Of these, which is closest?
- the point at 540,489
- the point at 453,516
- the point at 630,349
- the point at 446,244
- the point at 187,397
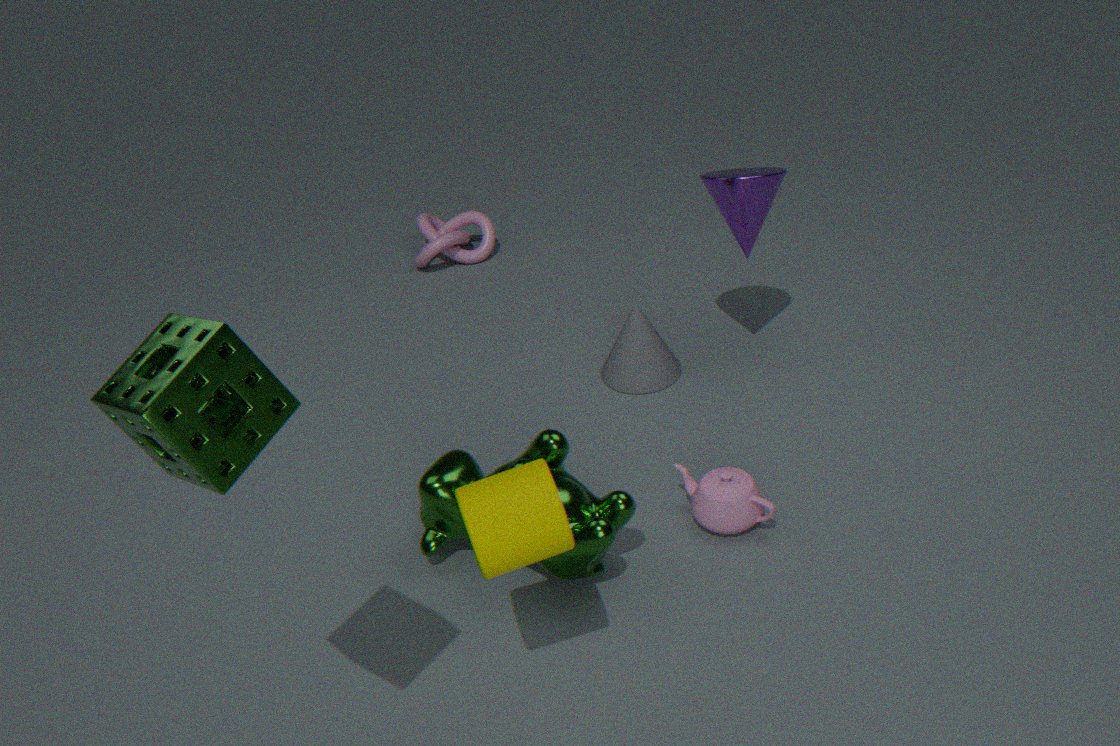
the point at 187,397
